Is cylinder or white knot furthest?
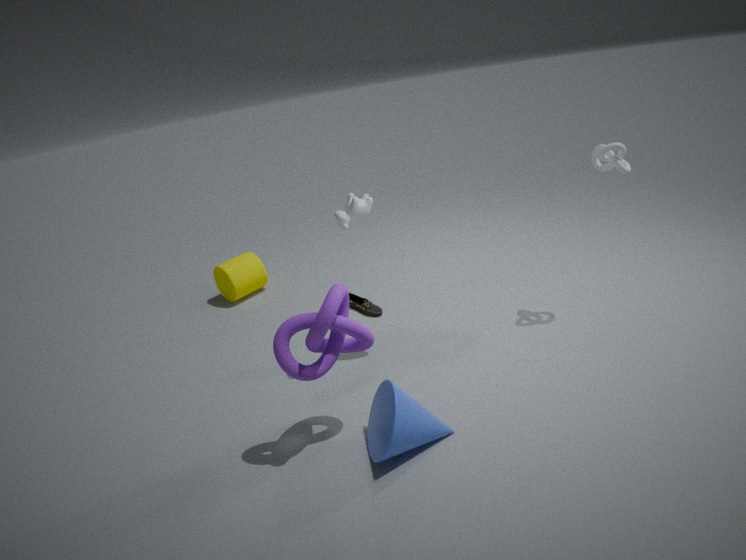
cylinder
